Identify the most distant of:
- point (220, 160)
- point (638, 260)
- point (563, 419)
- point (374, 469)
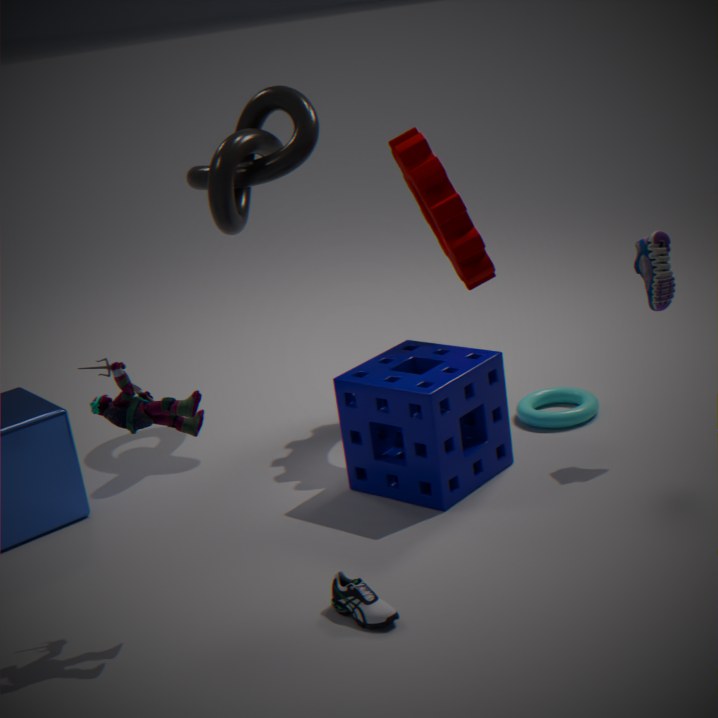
point (563, 419)
